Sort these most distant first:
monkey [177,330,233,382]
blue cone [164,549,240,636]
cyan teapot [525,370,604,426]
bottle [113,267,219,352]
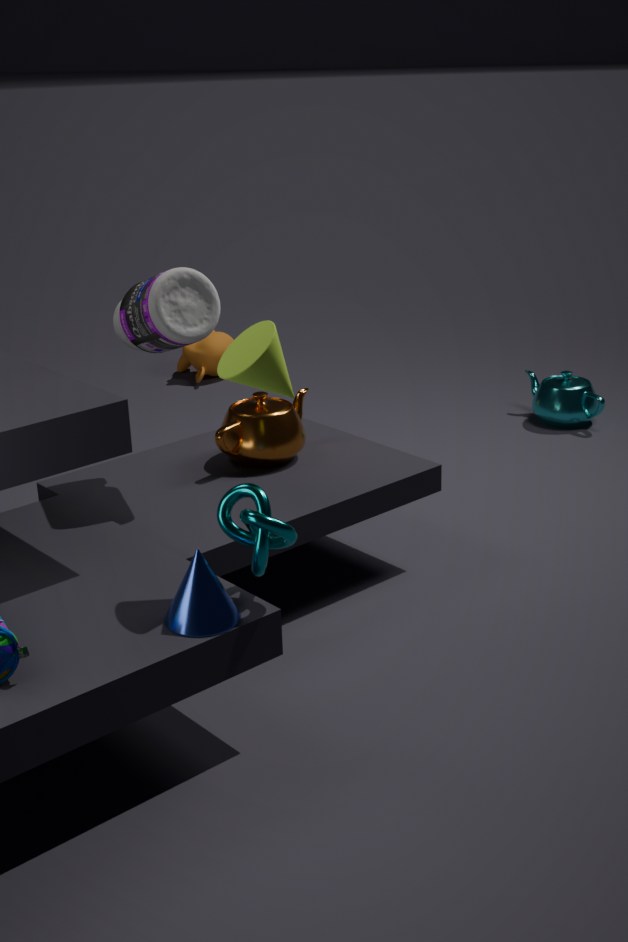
monkey [177,330,233,382] < cyan teapot [525,370,604,426] < bottle [113,267,219,352] < blue cone [164,549,240,636]
